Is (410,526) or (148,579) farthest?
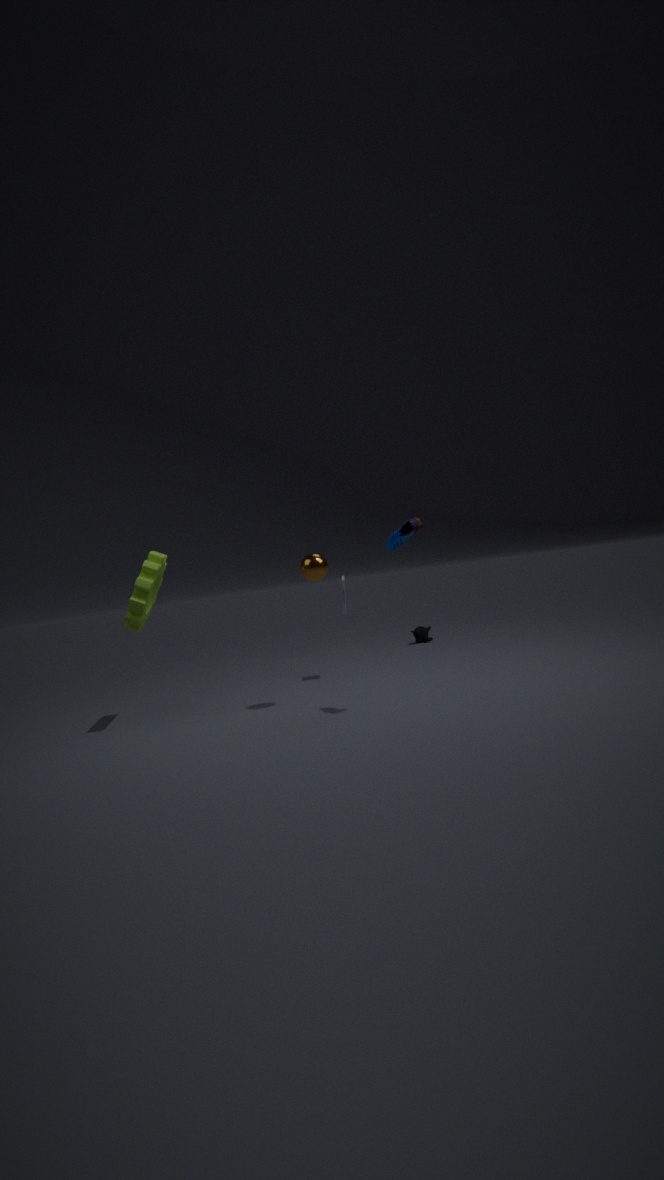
(148,579)
